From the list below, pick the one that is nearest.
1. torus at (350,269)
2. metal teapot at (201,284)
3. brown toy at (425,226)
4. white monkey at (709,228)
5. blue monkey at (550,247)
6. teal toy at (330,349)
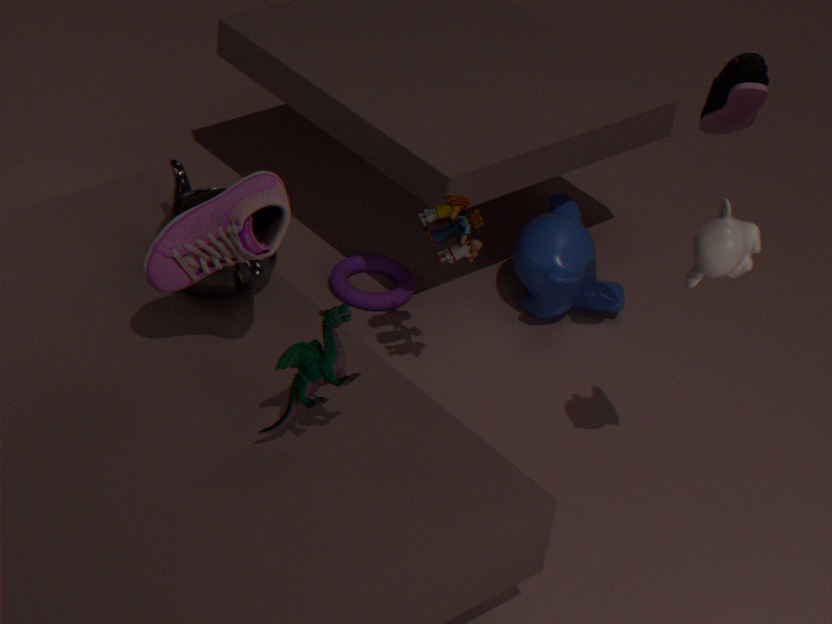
teal toy at (330,349)
